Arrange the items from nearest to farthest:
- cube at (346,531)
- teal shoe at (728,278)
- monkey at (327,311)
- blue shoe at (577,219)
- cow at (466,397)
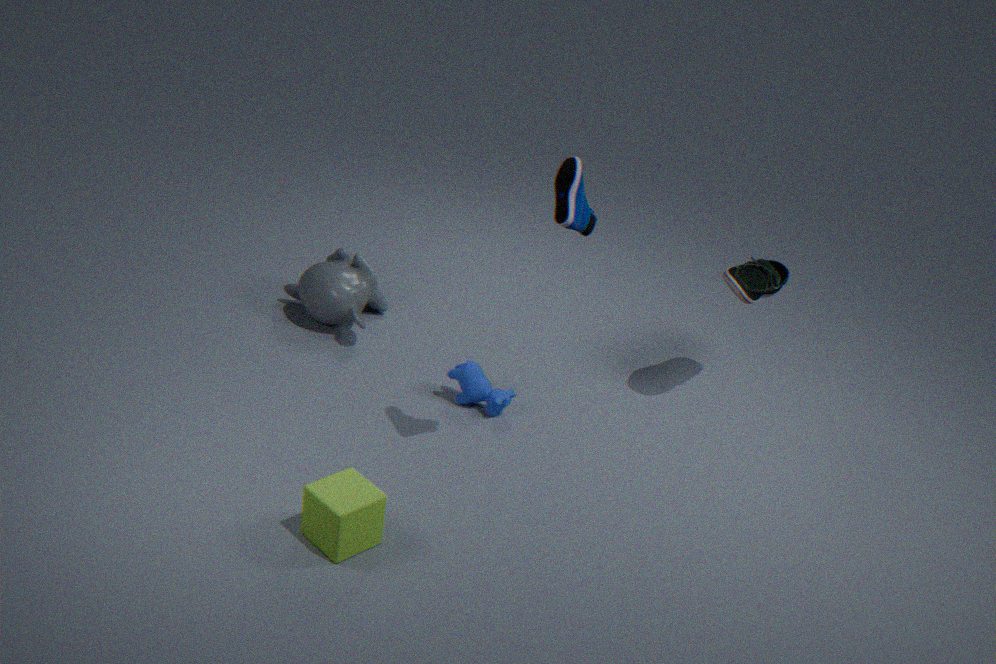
cube at (346,531) < blue shoe at (577,219) < teal shoe at (728,278) < cow at (466,397) < monkey at (327,311)
